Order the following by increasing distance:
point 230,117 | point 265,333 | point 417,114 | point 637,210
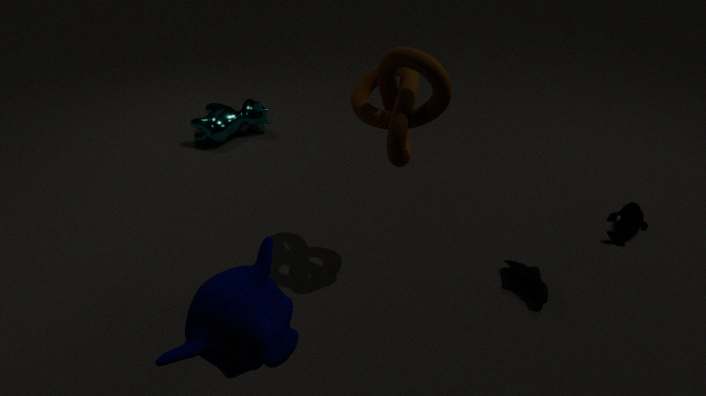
point 265,333, point 417,114, point 637,210, point 230,117
